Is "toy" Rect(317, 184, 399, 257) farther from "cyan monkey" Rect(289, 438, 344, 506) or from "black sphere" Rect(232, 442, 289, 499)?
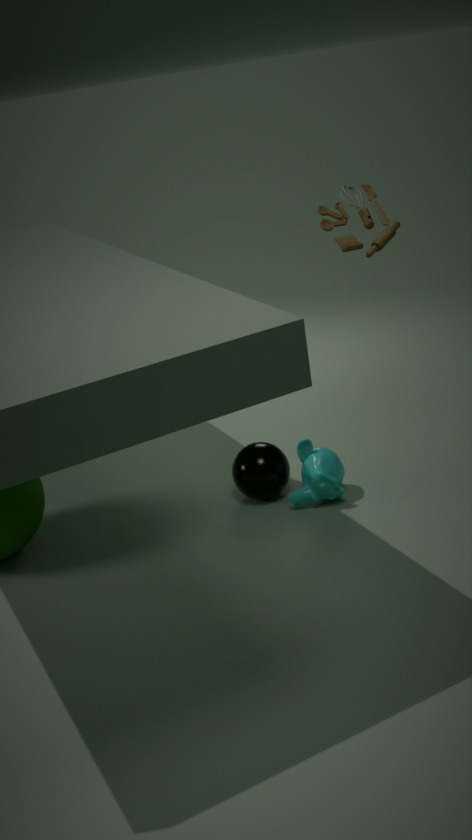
"black sphere" Rect(232, 442, 289, 499)
